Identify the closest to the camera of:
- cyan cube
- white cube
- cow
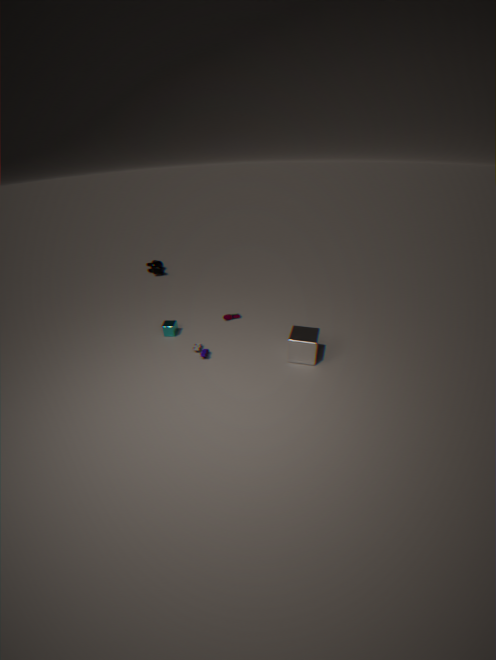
white cube
